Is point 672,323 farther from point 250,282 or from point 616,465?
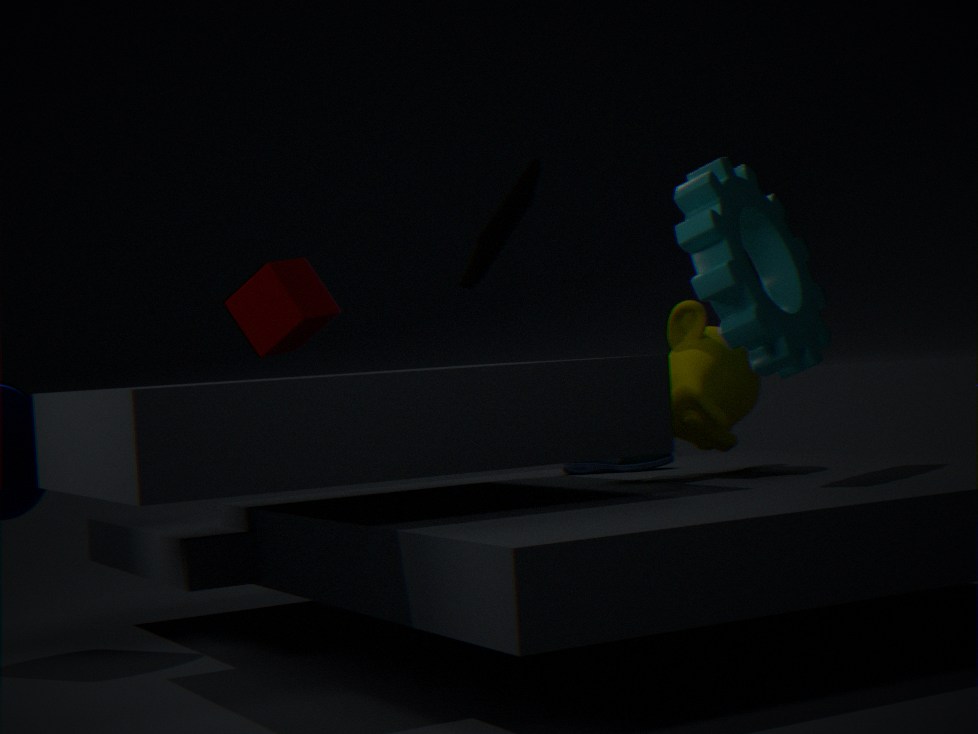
point 250,282
